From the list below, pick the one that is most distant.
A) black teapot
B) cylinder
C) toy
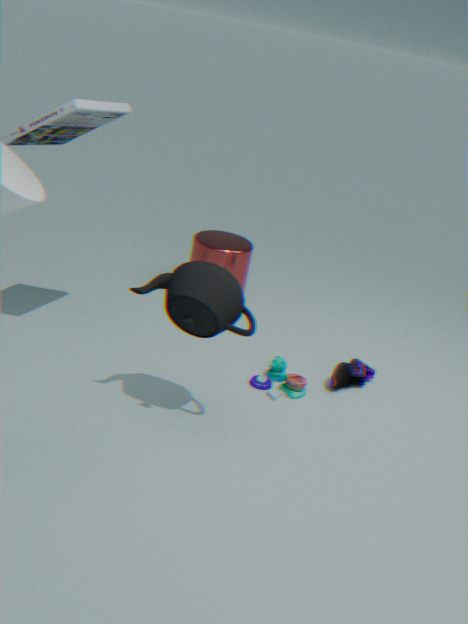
cylinder
